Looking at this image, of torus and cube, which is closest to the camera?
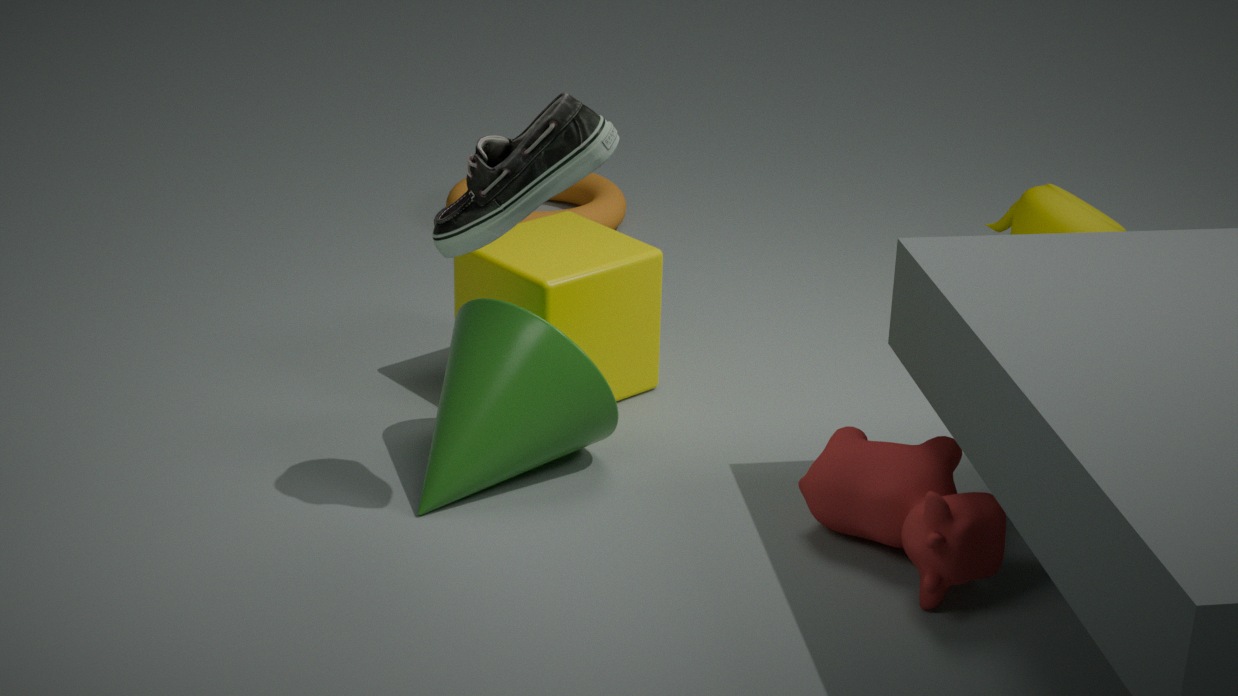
cube
